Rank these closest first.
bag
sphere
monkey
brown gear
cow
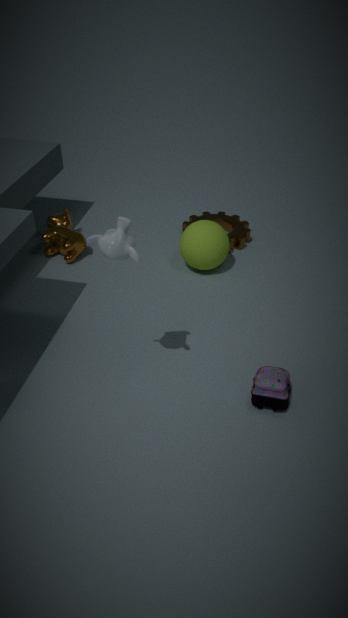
monkey → bag → sphere → cow → brown gear
